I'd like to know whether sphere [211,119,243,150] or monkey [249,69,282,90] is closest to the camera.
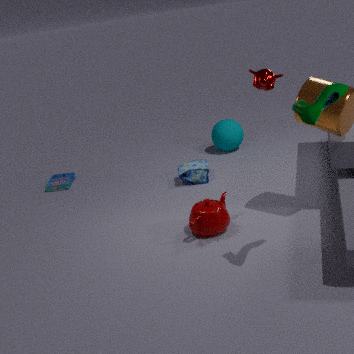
monkey [249,69,282,90]
